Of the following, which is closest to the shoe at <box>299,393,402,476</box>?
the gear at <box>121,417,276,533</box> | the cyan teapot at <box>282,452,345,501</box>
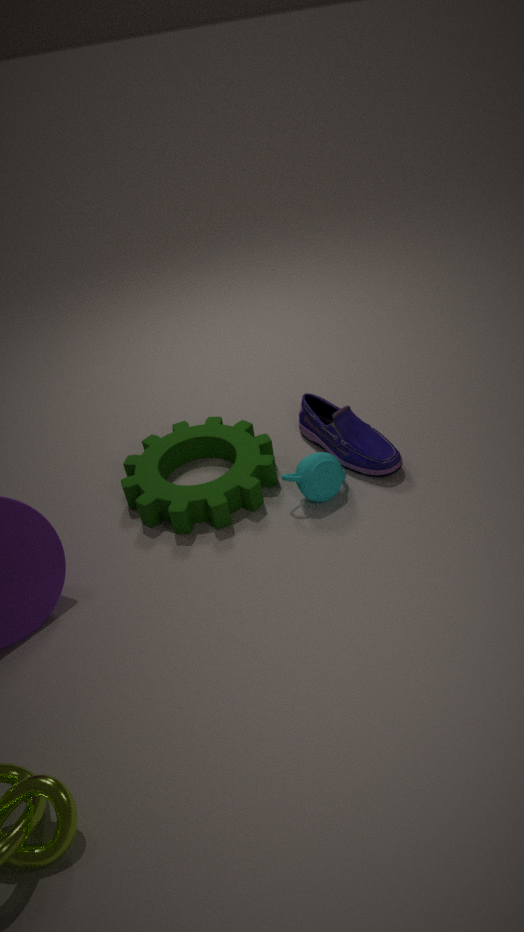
the cyan teapot at <box>282,452,345,501</box>
